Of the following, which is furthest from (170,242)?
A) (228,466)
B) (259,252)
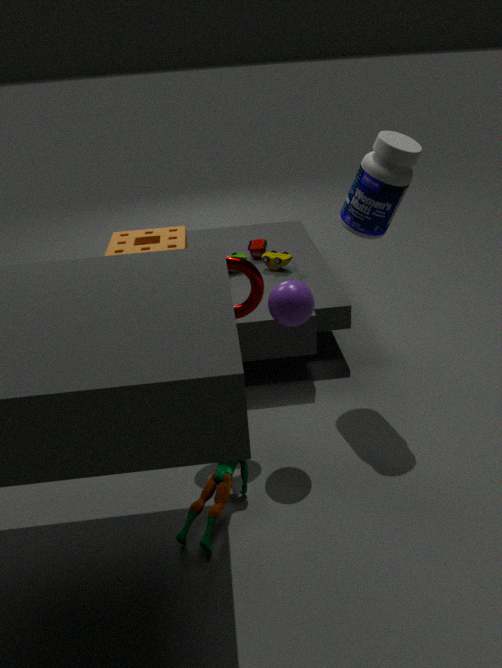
(228,466)
